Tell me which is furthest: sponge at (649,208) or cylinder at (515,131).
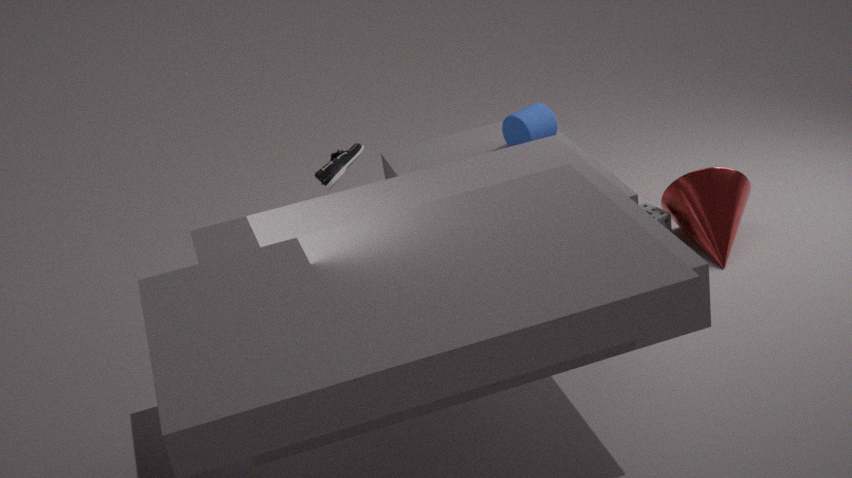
sponge at (649,208)
